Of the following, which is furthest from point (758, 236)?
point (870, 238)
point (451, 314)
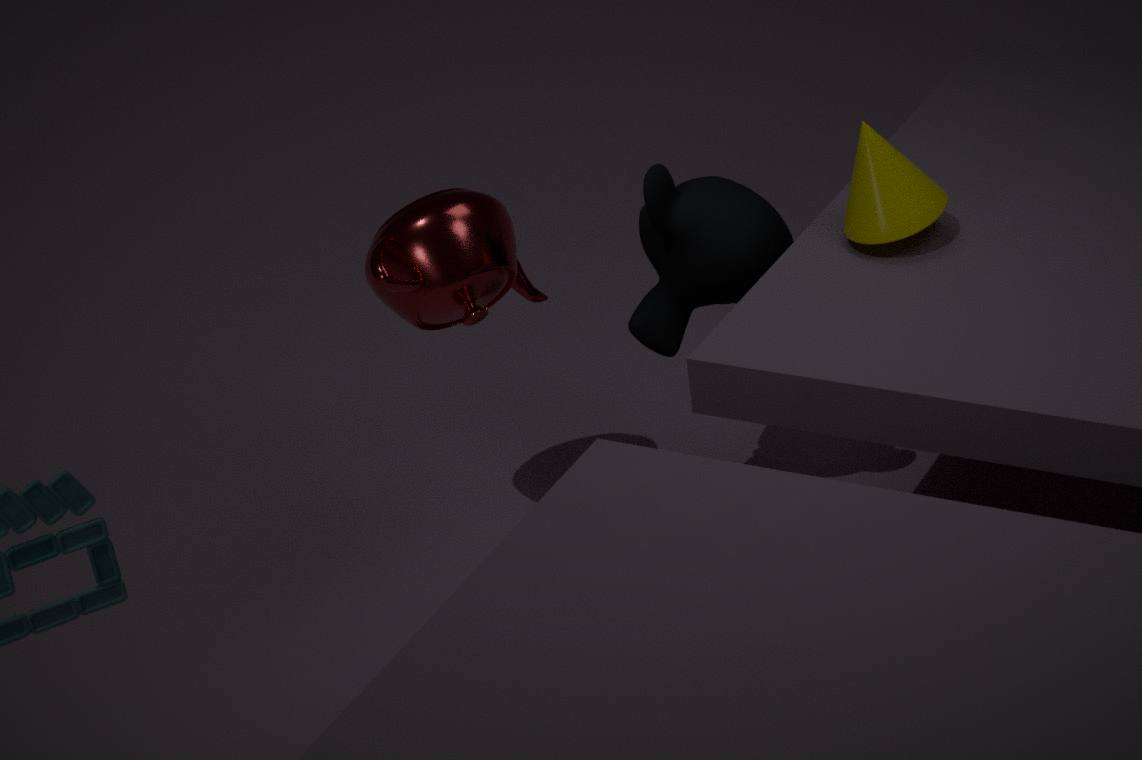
point (451, 314)
